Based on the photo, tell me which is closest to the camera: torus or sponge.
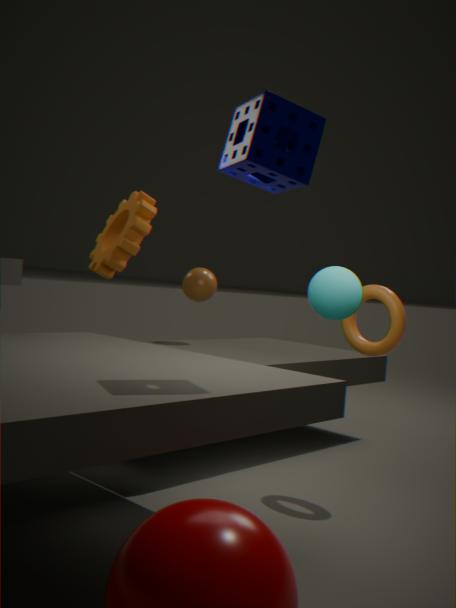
sponge
